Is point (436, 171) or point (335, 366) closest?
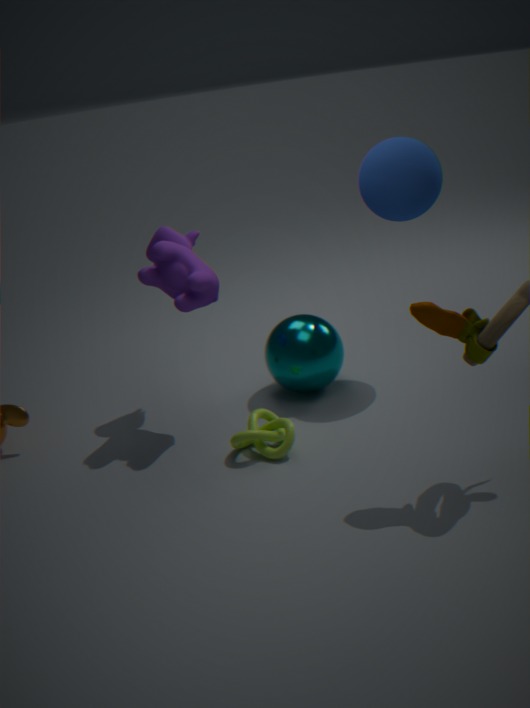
point (436, 171)
